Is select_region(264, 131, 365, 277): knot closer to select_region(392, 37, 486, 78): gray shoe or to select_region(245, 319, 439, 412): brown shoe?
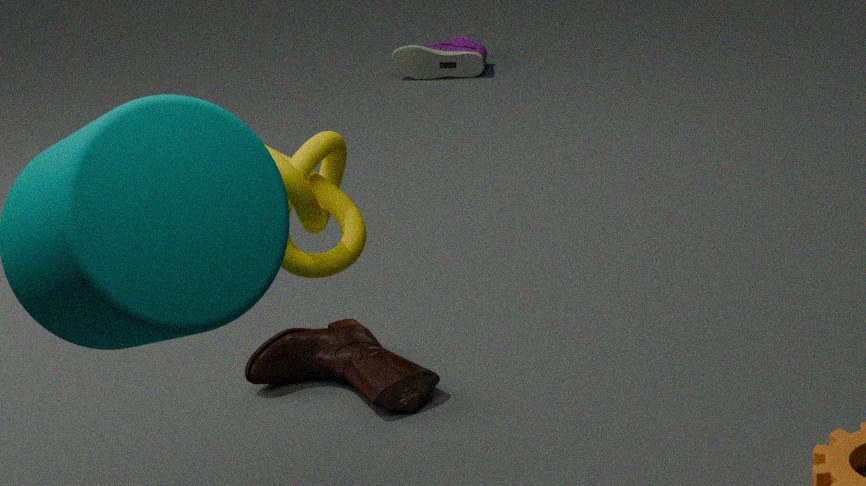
select_region(245, 319, 439, 412): brown shoe
